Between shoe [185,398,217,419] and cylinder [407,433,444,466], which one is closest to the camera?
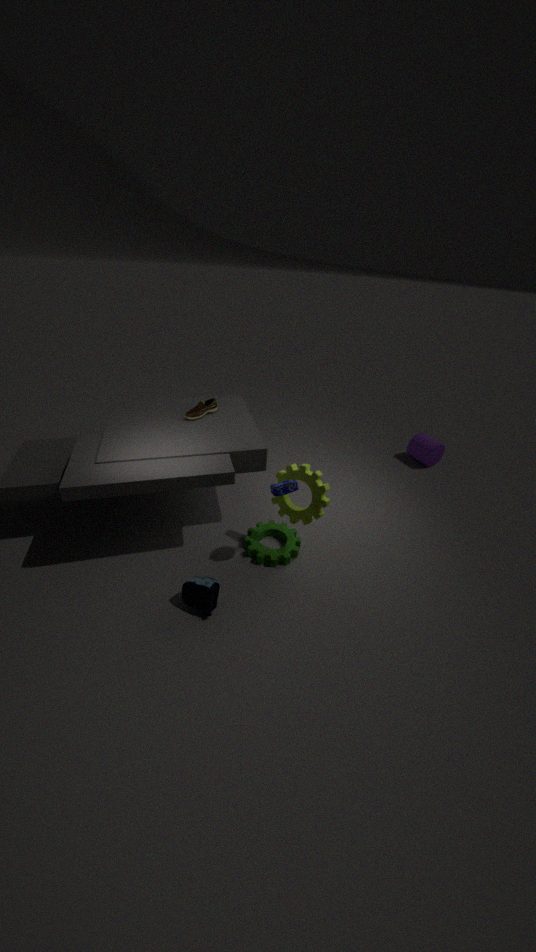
shoe [185,398,217,419]
